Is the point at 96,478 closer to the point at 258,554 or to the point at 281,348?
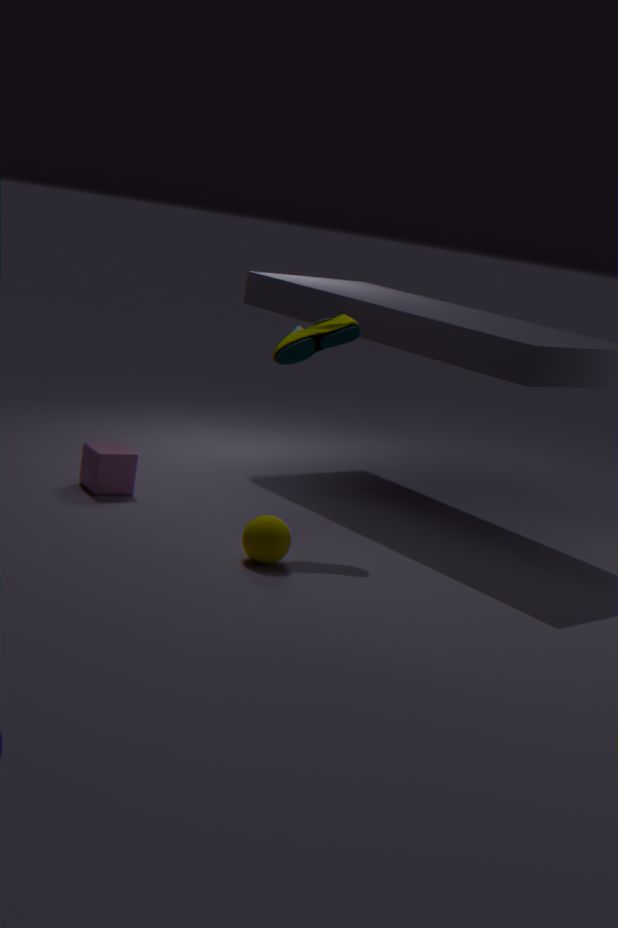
the point at 258,554
